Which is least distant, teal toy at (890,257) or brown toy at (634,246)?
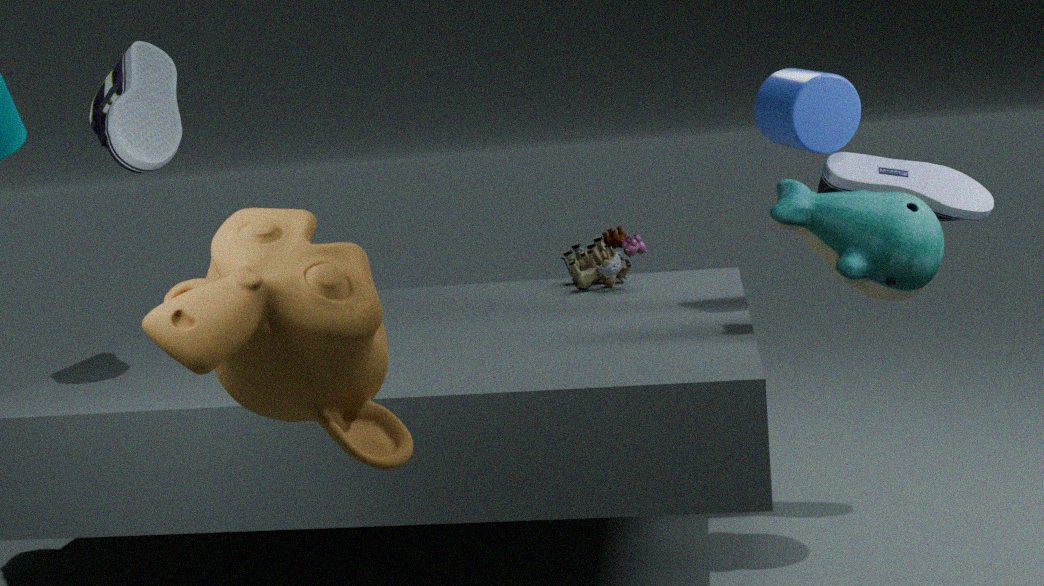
teal toy at (890,257)
